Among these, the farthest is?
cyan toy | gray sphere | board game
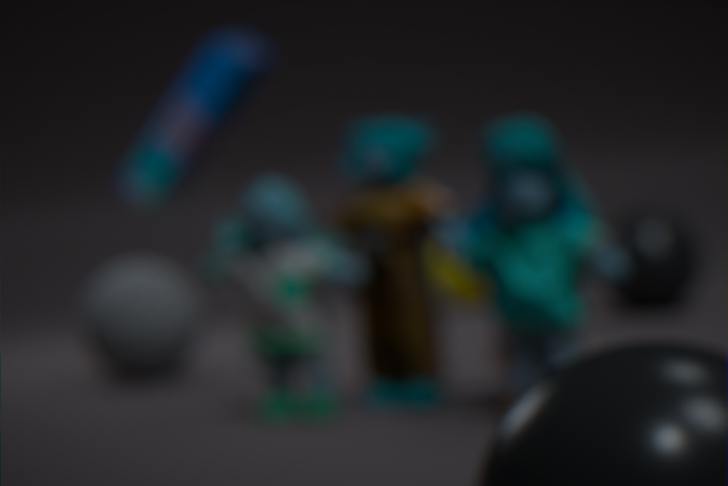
board game
